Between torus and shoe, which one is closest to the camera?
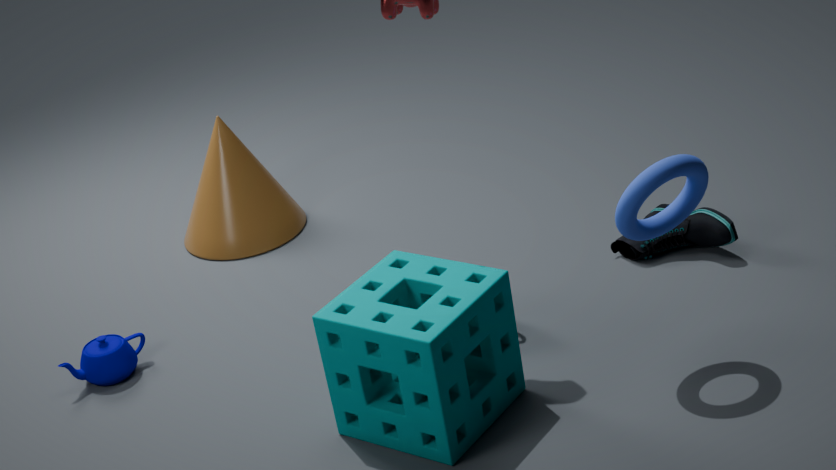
torus
